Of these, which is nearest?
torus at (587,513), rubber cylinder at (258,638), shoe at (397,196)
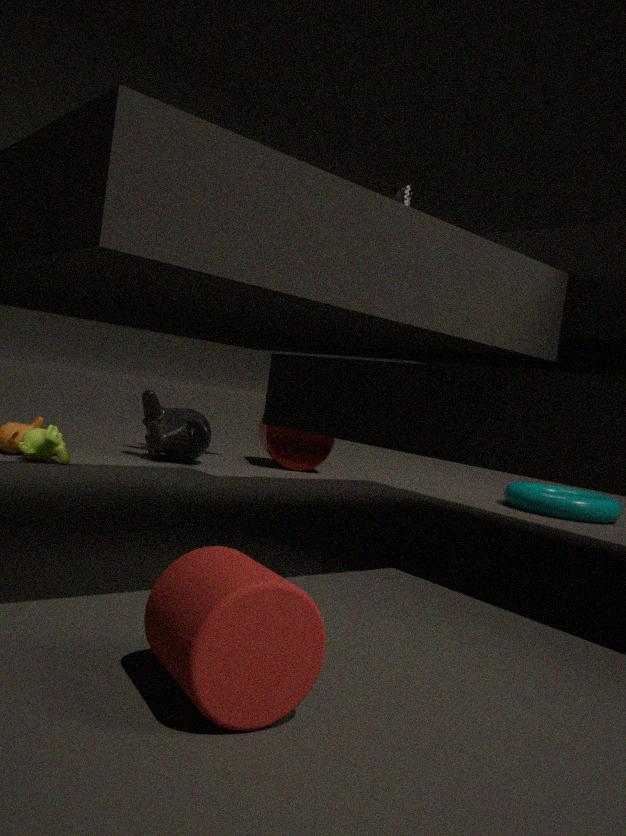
rubber cylinder at (258,638)
